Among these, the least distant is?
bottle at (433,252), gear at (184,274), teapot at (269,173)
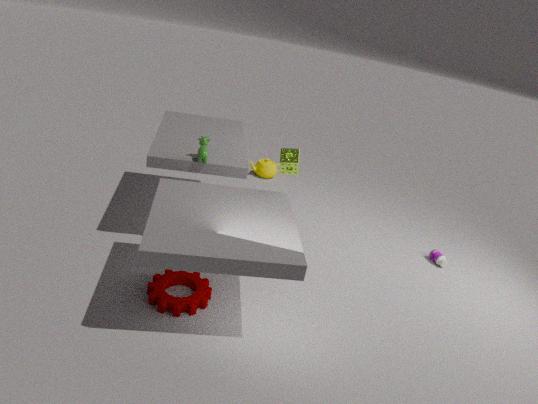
gear at (184,274)
